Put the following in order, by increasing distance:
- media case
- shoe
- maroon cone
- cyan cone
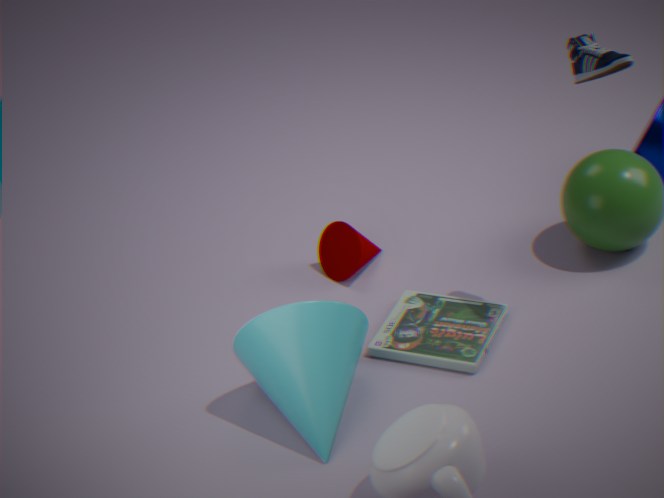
shoe → cyan cone → media case → maroon cone
